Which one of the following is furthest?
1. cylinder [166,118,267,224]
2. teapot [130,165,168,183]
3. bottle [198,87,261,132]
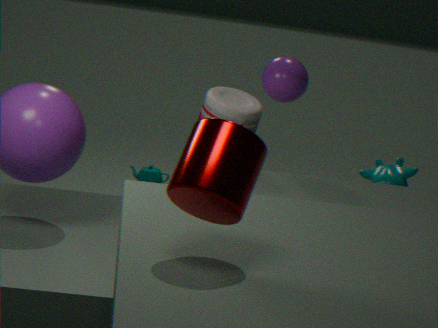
teapot [130,165,168,183]
